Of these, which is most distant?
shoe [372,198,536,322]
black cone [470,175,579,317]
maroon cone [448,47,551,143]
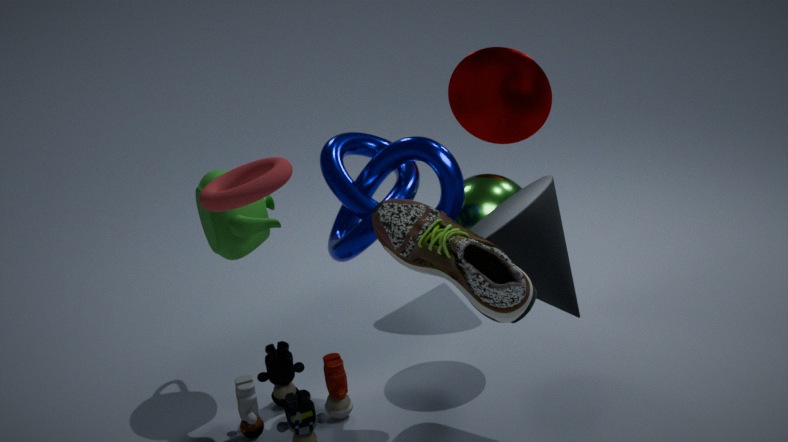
maroon cone [448,47,551,143]
